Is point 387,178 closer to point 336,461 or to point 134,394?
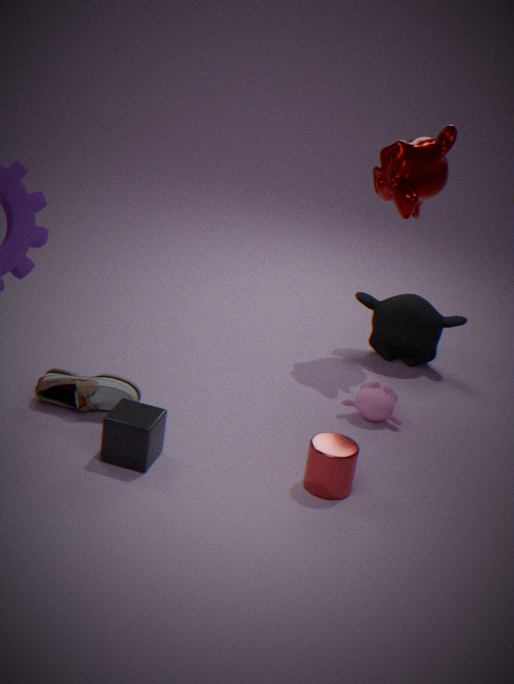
point 336,461
